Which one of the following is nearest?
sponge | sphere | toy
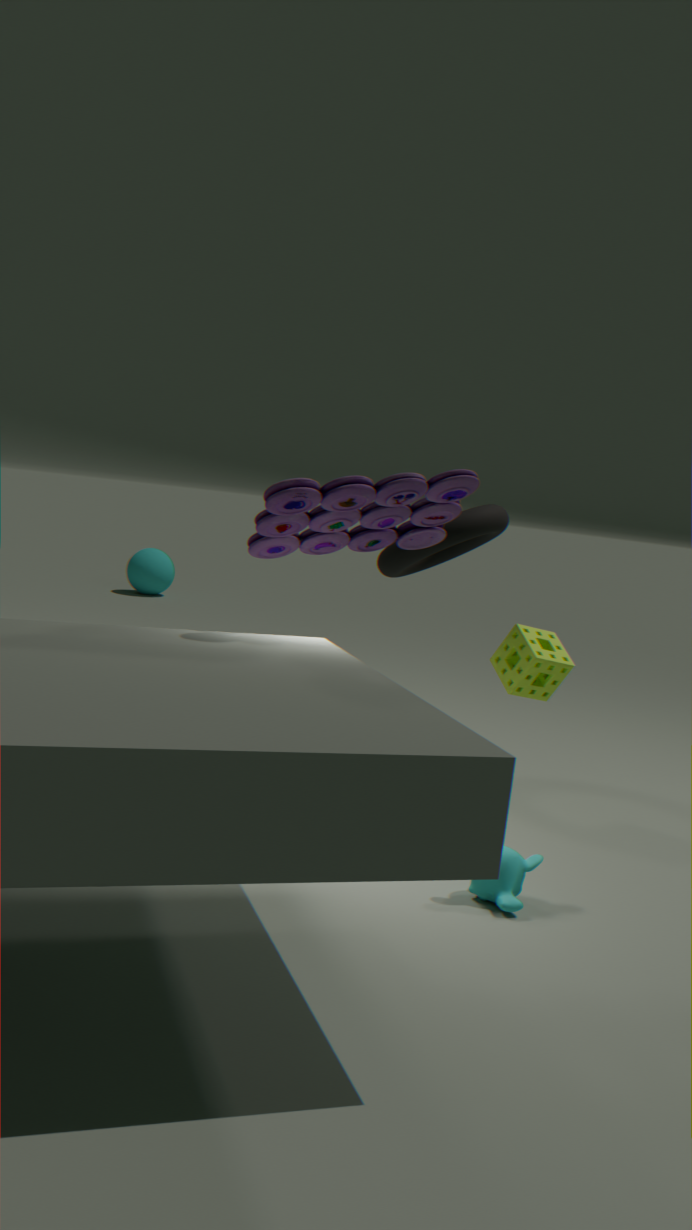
toy
